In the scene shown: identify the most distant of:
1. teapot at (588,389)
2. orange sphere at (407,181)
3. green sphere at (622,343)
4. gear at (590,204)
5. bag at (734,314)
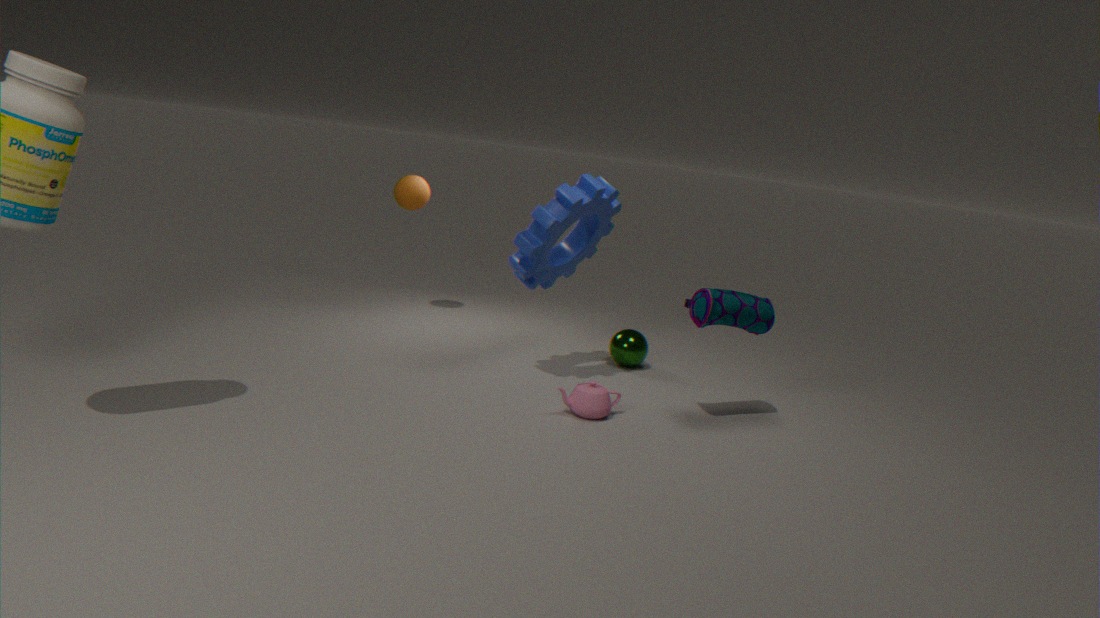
orange sphere at (407,181)
